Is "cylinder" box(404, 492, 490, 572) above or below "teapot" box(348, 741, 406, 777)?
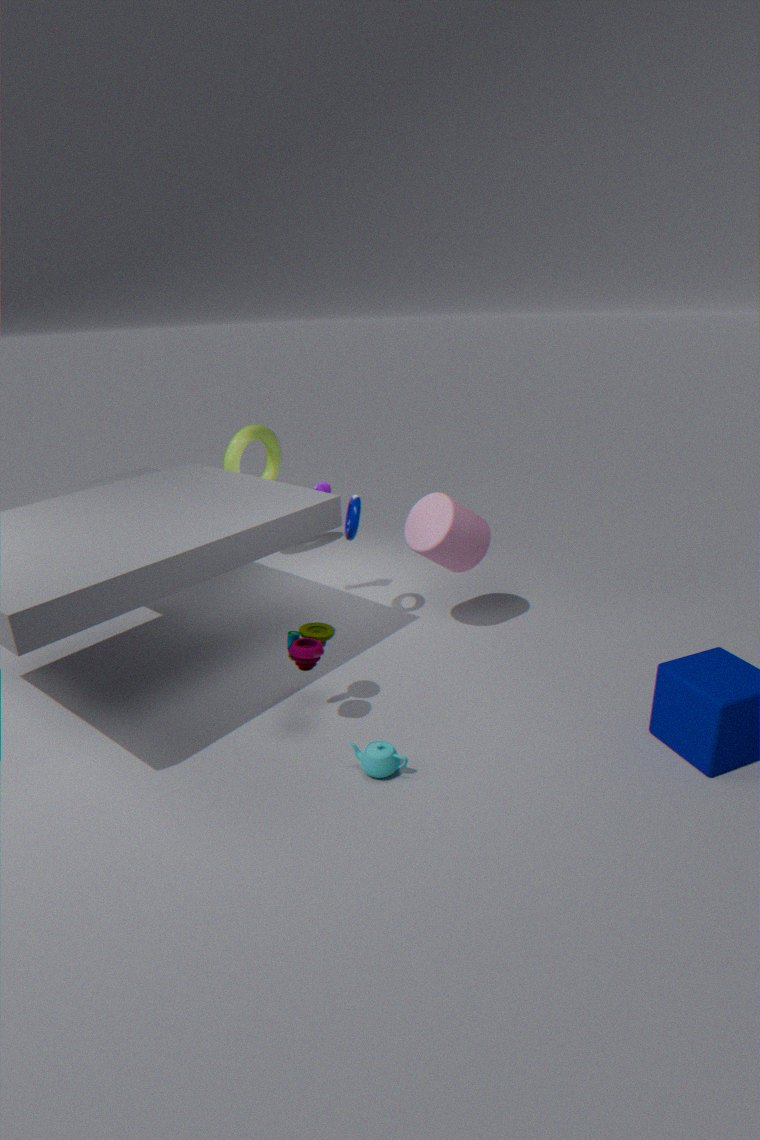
above
